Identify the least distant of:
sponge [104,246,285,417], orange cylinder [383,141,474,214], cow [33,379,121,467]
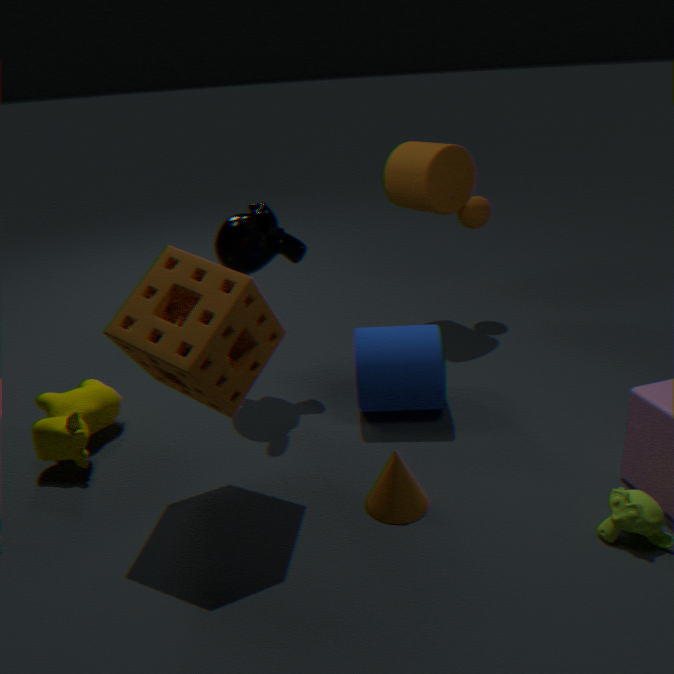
sponge [104,246,285,417]
